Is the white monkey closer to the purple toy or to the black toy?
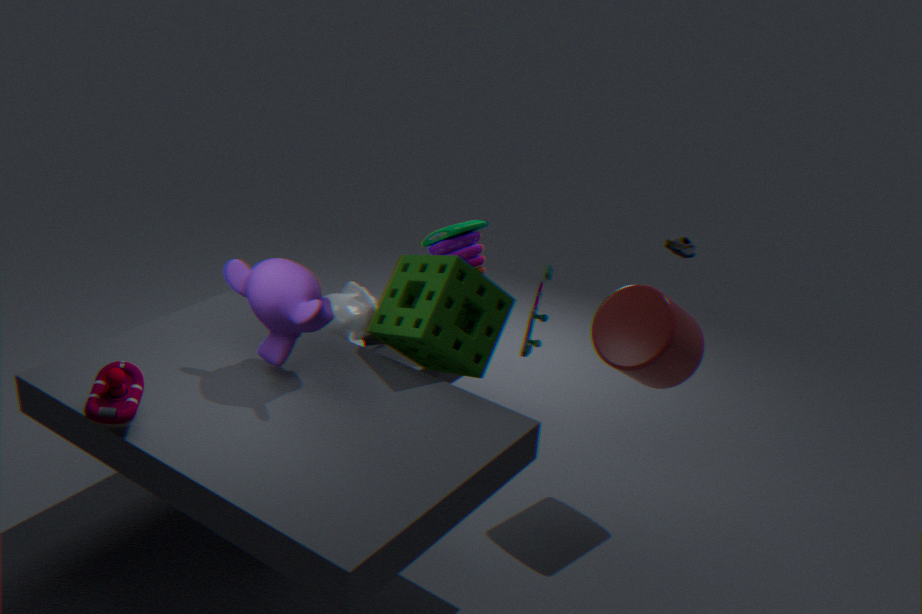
the purple toy
